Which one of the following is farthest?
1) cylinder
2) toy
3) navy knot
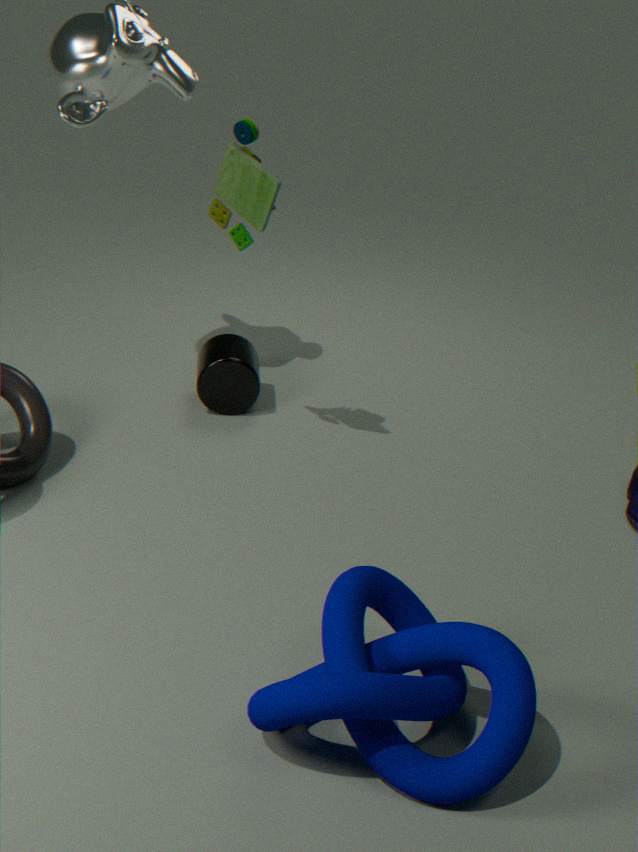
1. cylinder
